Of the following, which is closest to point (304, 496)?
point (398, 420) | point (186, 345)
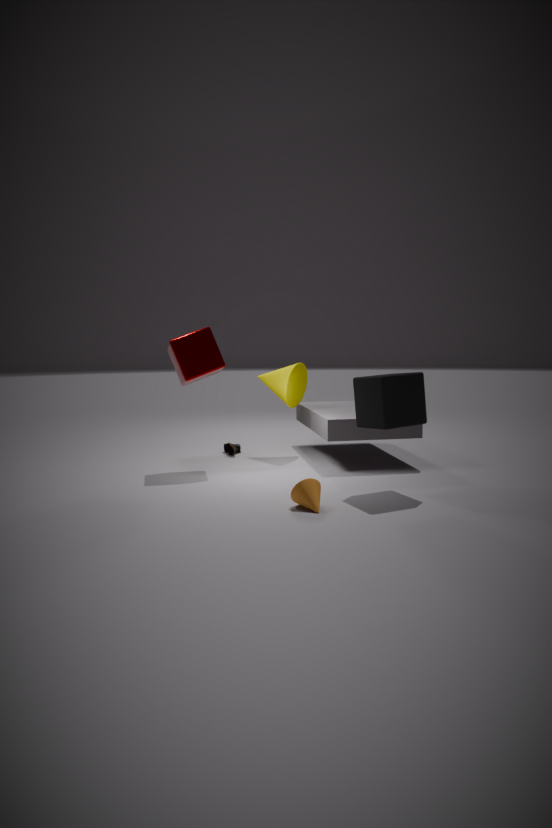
point (398, 420)
